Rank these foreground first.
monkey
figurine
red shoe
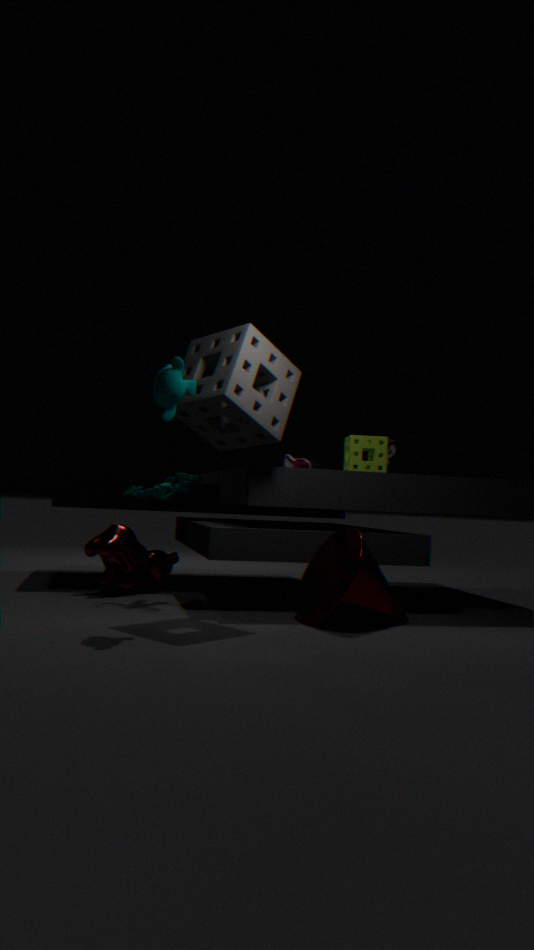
monkey → figurine → red shoe
